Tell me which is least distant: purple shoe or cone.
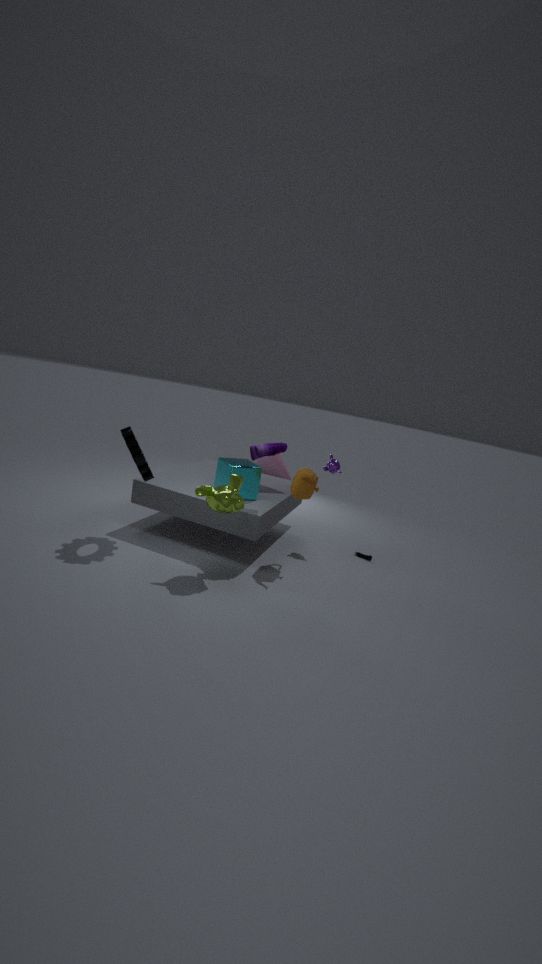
purple shoe
